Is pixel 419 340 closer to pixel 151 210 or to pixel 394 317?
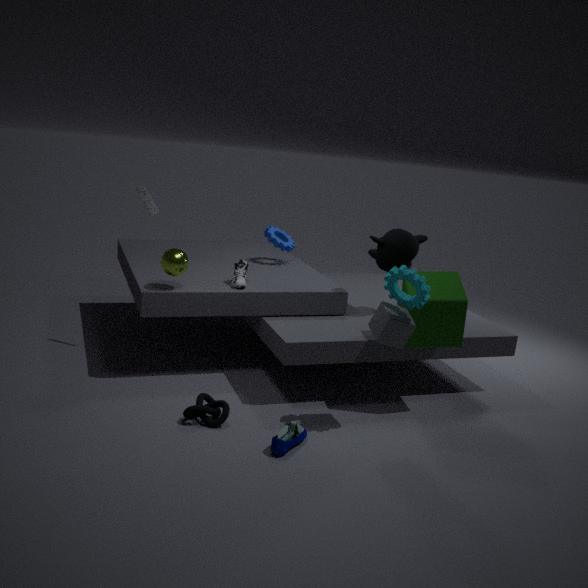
pixel 394 317
